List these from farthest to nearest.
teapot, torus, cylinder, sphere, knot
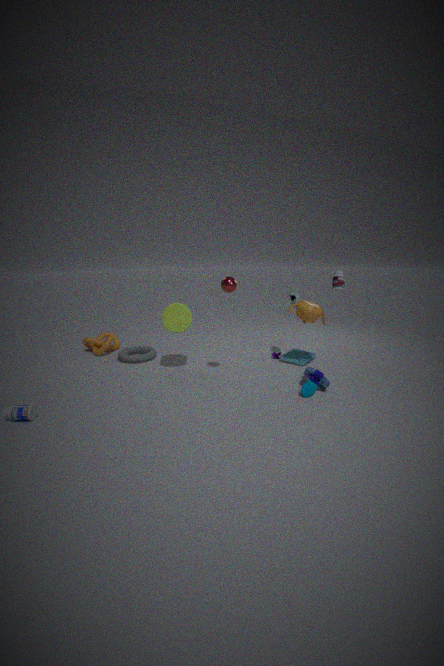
knot < torus < cylinder < teapot < sphere
